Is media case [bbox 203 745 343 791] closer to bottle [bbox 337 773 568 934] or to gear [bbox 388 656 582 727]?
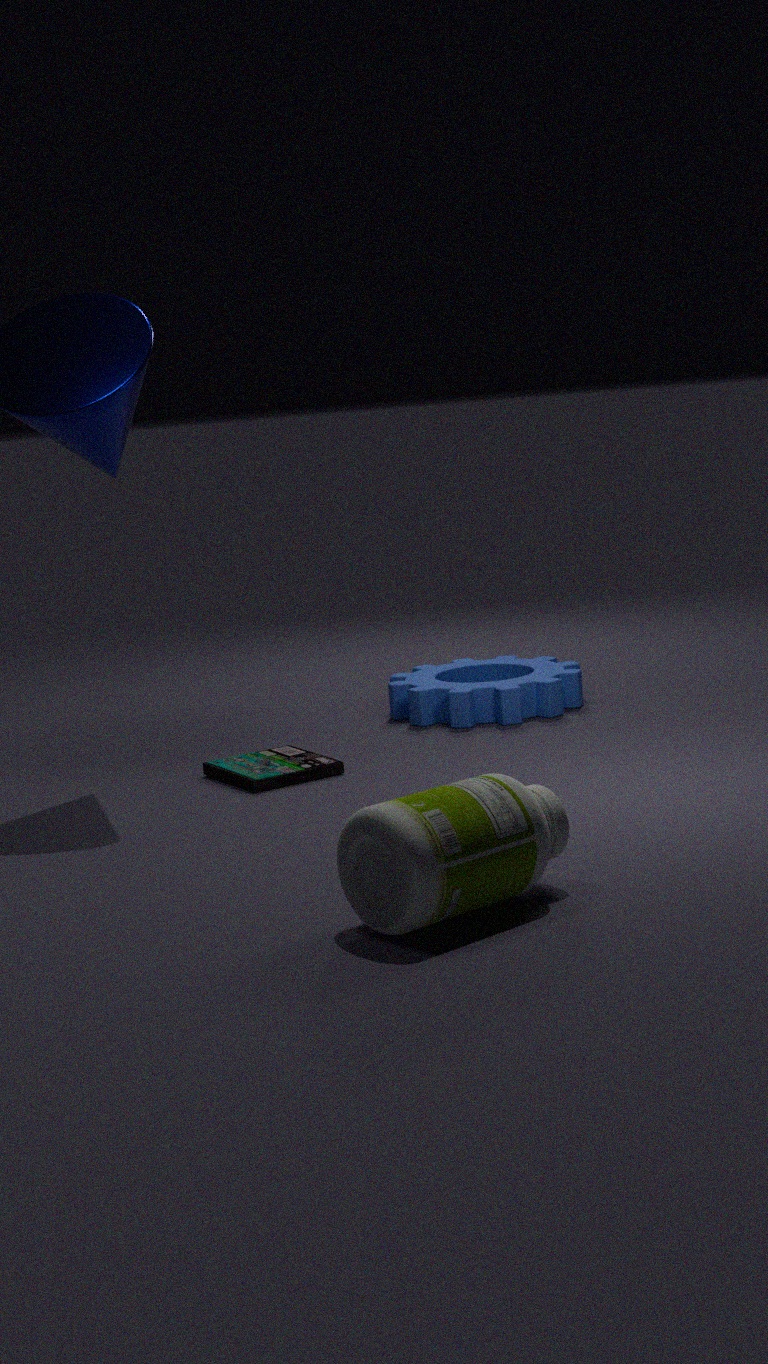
gear [bbox 388 656 582 727]
